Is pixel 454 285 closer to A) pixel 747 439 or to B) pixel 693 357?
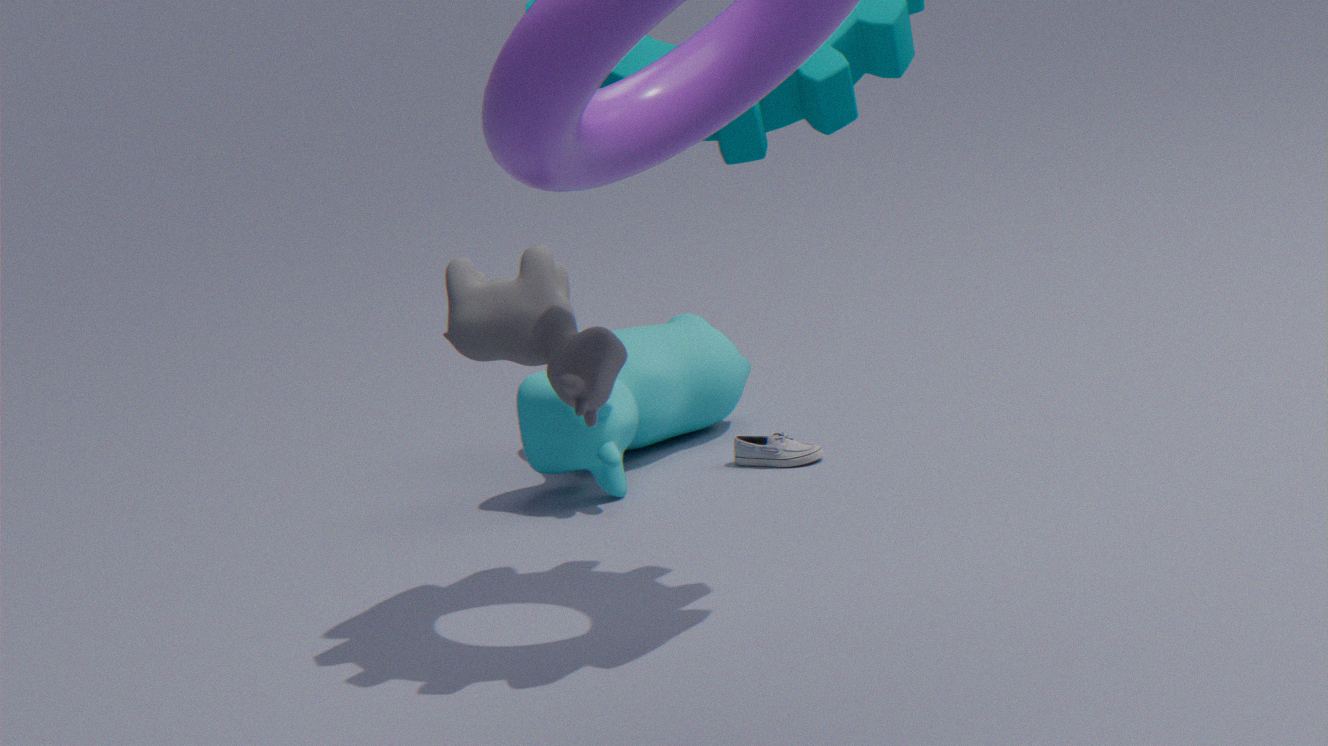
A) pixel 747 439
